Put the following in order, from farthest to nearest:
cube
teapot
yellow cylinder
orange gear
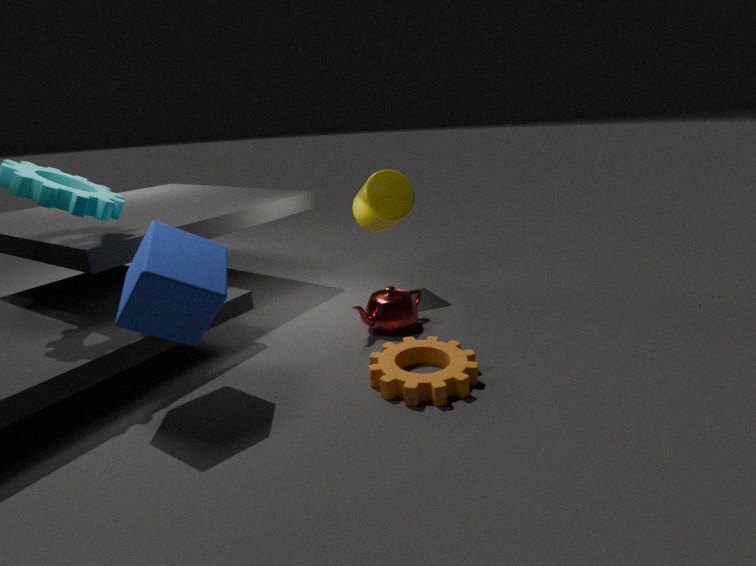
yellow cylinder < teapot < orange gear < cube
